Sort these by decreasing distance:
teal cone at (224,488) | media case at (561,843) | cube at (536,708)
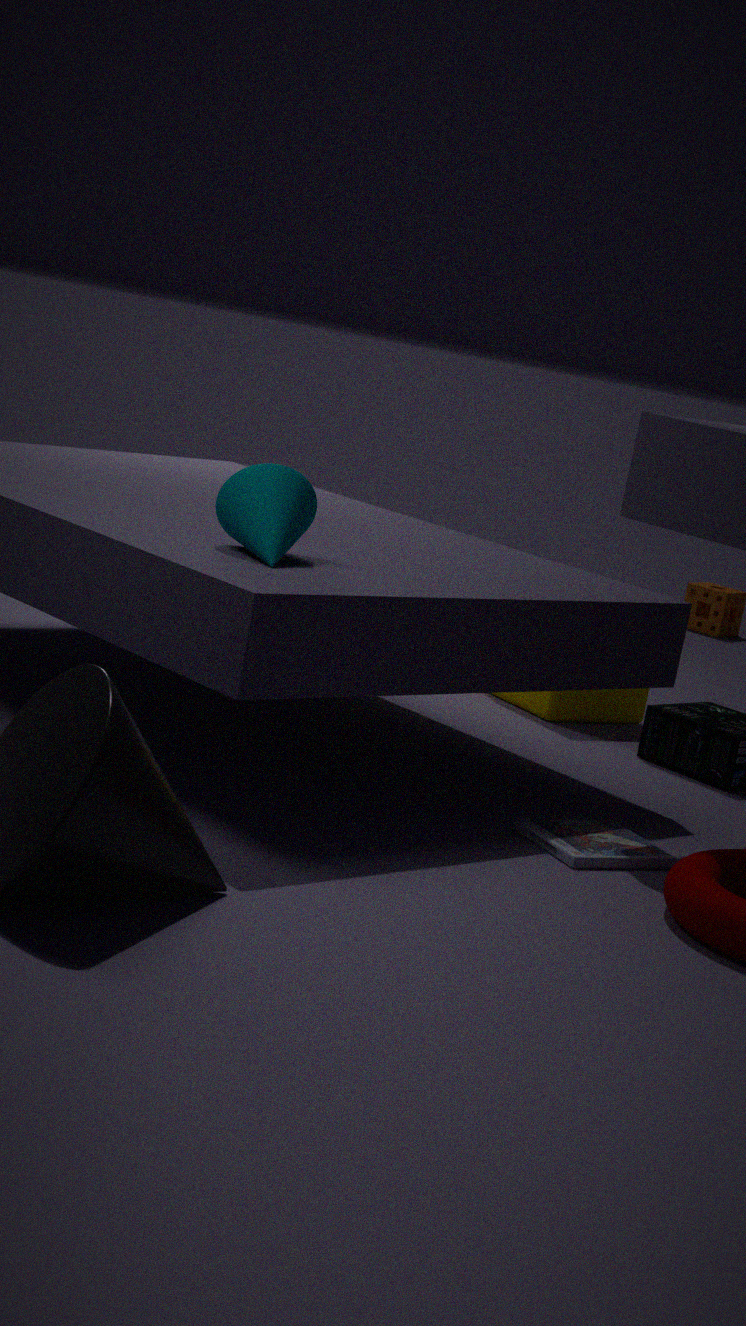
cube at (536,708), media case at (561,843), teal cone at (224,488)
